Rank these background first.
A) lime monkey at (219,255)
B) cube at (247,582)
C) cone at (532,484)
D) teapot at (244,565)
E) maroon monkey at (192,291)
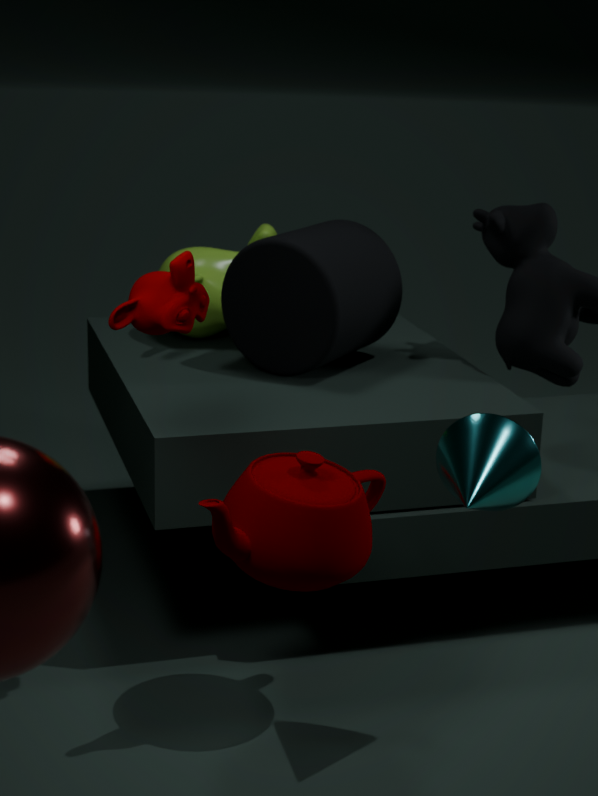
lime monkey at (219,255)
cube at (247,582)
teapot at (244,565)
maroon monkey at (192,291)
cone at (532,484)
